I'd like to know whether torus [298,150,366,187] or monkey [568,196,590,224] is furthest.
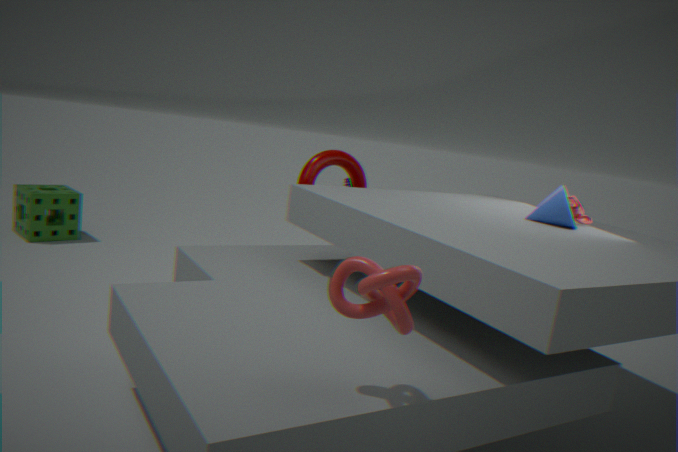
torus [298,150,366,187]
